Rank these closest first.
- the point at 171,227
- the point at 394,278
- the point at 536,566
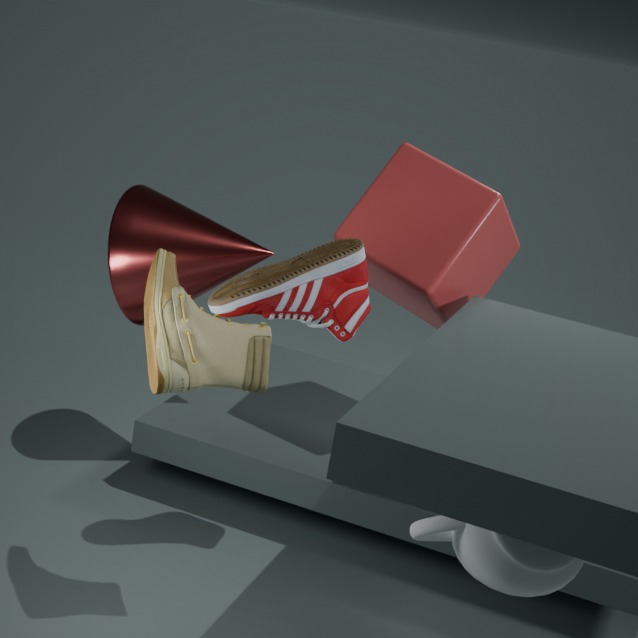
the point at 536,566 → the point at 394,278 → the point at 171,227
